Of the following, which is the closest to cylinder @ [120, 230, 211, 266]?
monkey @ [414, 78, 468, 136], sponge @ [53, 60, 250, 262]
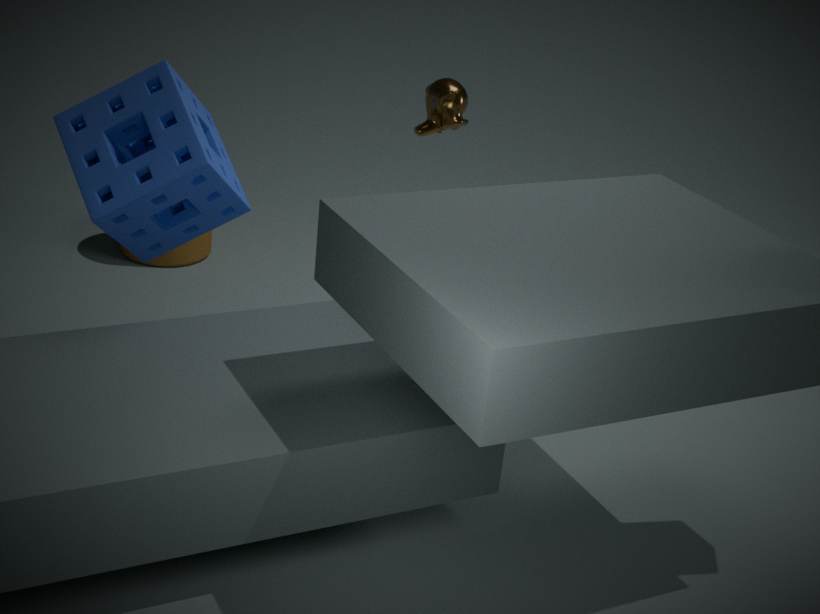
sponge @ [53, 60, 250, 262]
